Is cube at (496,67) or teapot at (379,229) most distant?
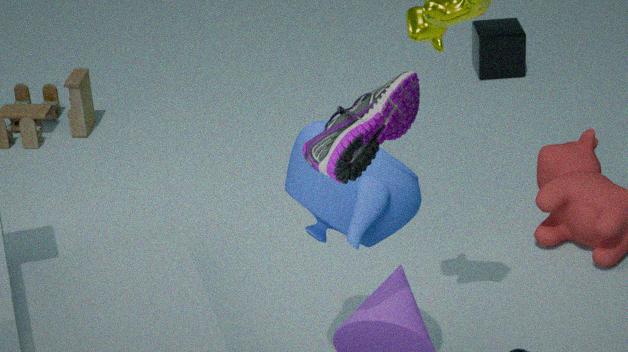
cube at (496,67)
